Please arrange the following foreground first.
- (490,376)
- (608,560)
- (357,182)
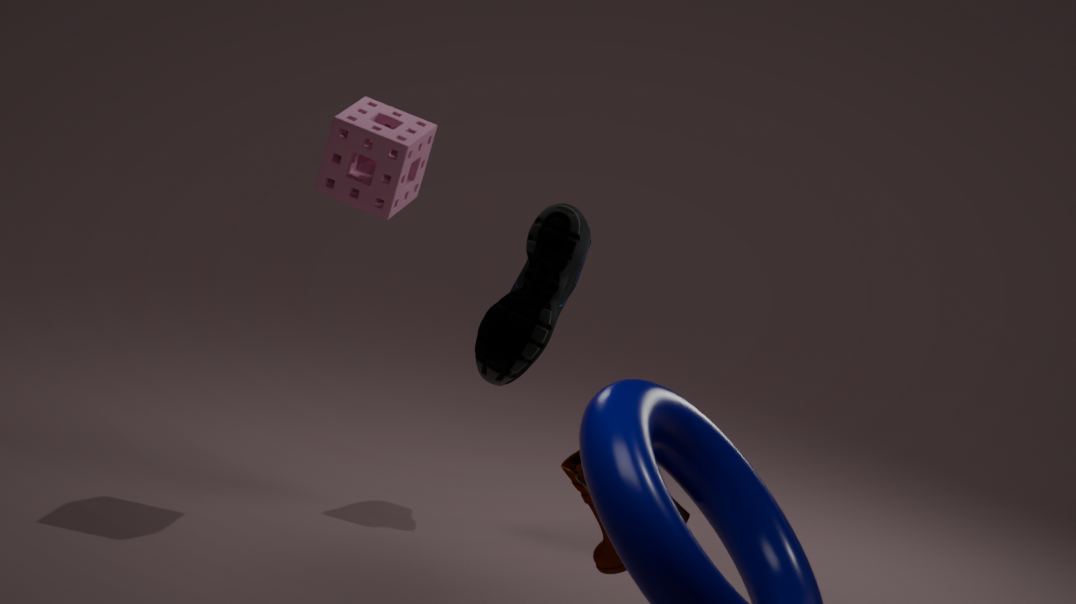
1. (608,560)
2. (357,182)
3. (490,376)
